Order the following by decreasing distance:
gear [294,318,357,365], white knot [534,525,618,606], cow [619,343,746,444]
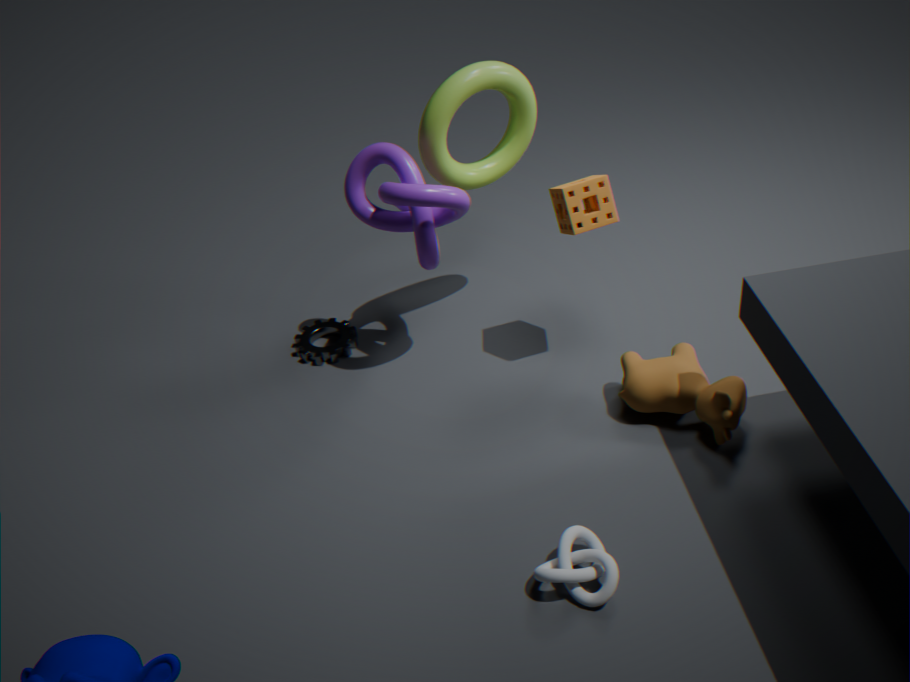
gear [294,318,357,365] < cow [619,343,746,444] < white knot [534,525,618,606]
